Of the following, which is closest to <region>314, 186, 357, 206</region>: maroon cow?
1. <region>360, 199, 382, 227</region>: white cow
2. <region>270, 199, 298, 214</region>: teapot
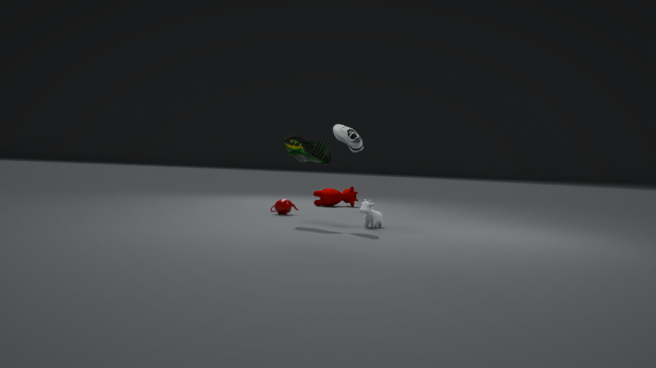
<region>270, 199, 298, 214</region>: teapot
